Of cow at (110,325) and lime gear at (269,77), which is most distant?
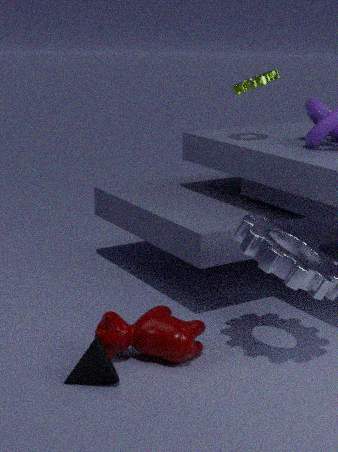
lime gear at (269,77)
